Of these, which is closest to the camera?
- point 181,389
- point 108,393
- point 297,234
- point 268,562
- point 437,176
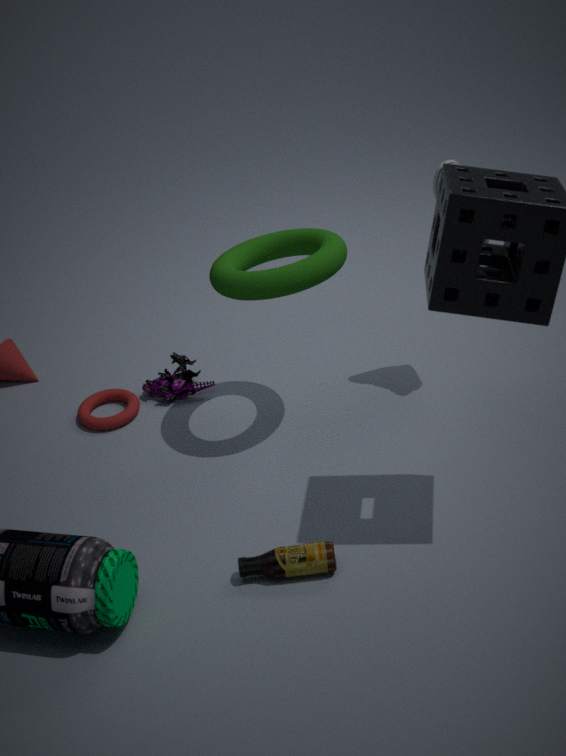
point 268,562
